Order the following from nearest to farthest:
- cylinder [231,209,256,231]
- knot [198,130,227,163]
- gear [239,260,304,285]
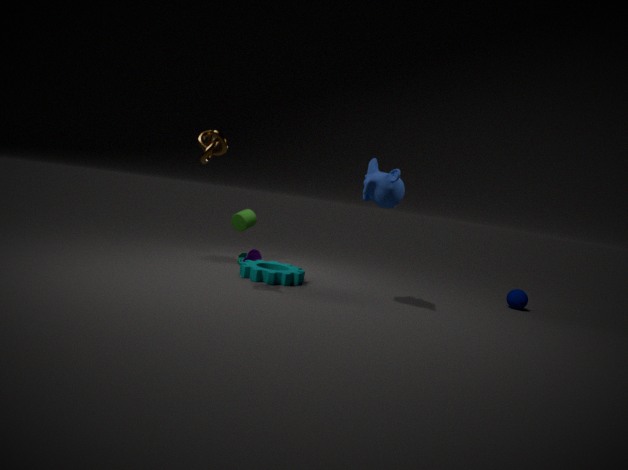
knot [198,130,227,163], gear [239,260,304,285], cylinder [231,209,256,231]
